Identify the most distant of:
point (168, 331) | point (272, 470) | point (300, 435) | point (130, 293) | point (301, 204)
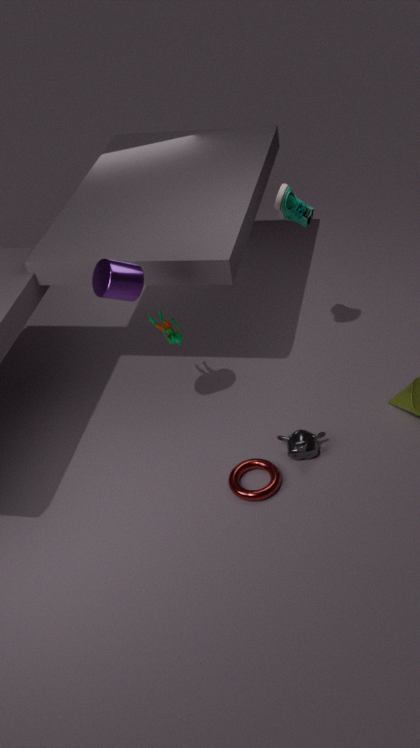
point (168, 331)
